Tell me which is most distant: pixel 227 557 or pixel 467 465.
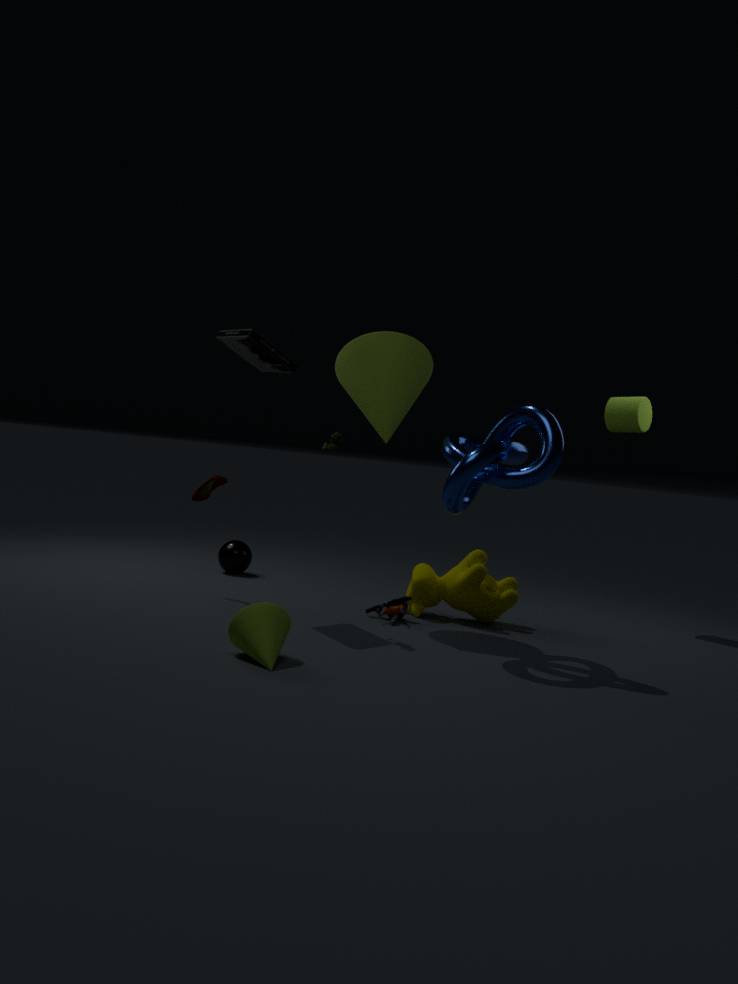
pixel 227 557
